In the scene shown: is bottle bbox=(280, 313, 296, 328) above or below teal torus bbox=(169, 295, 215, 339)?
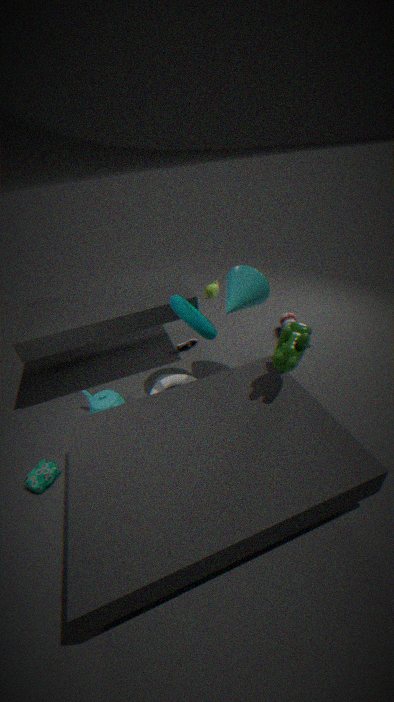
below
